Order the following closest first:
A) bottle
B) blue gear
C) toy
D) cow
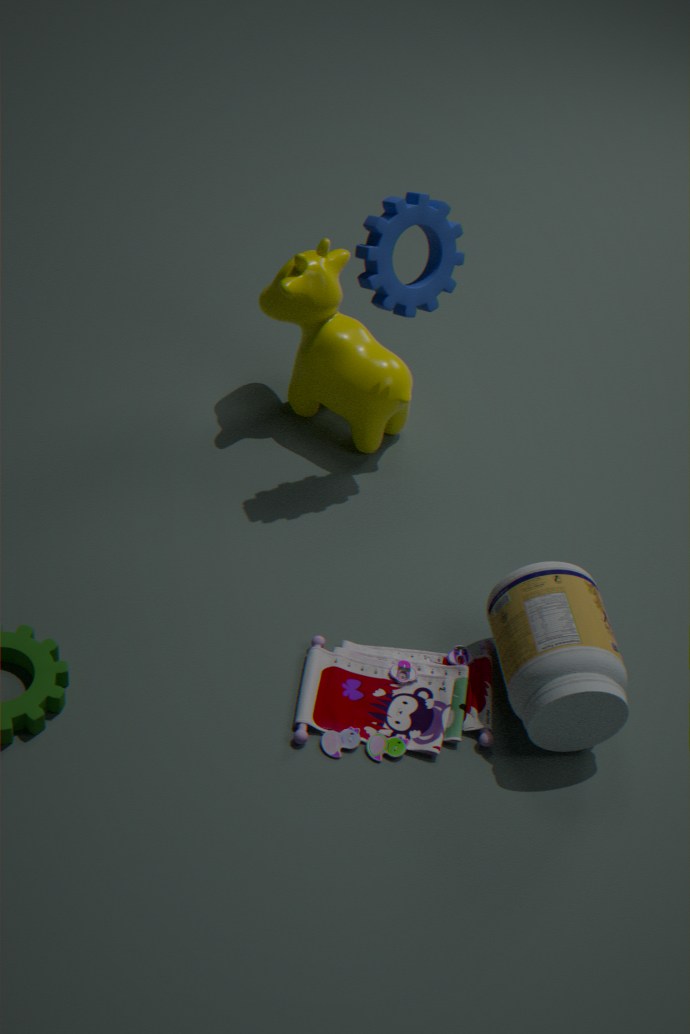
bottle, toy, blue gear, cow
